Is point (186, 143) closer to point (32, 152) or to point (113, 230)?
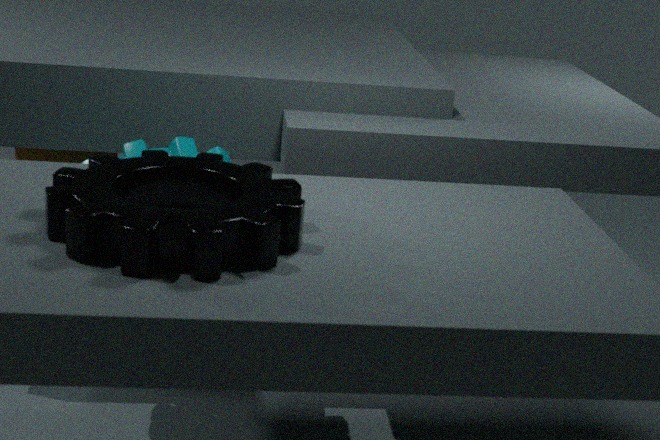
point (113, 230)
